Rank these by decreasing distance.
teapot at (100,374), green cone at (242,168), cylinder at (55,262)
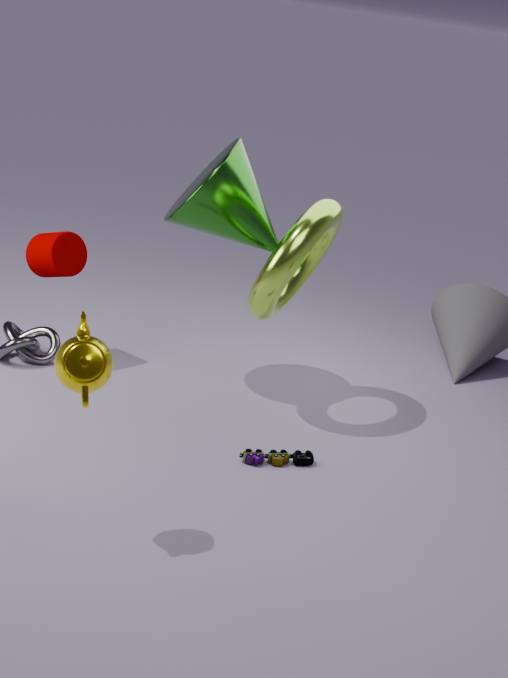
1. cylinder at (55,262)
2. green cone at (242,168)
3. teapot at (100,374)
